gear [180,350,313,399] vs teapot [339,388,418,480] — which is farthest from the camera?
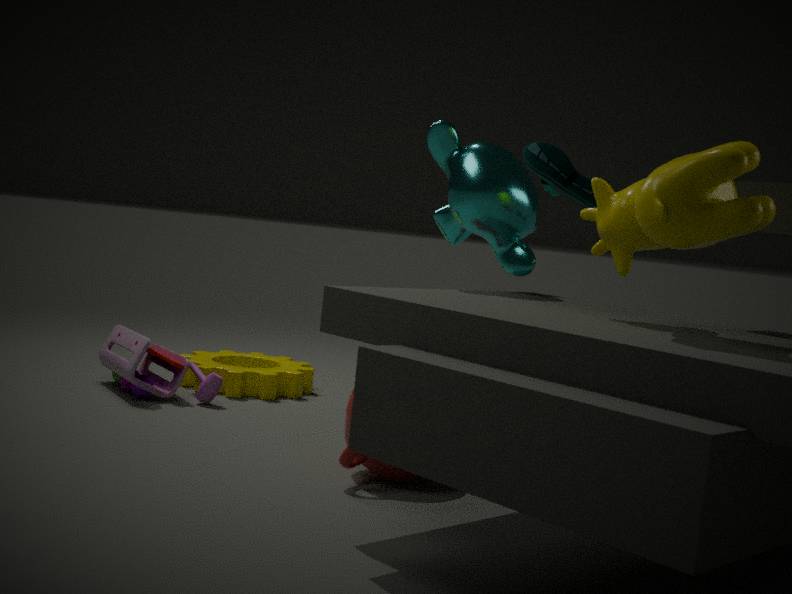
gear [180,350,313,399]
